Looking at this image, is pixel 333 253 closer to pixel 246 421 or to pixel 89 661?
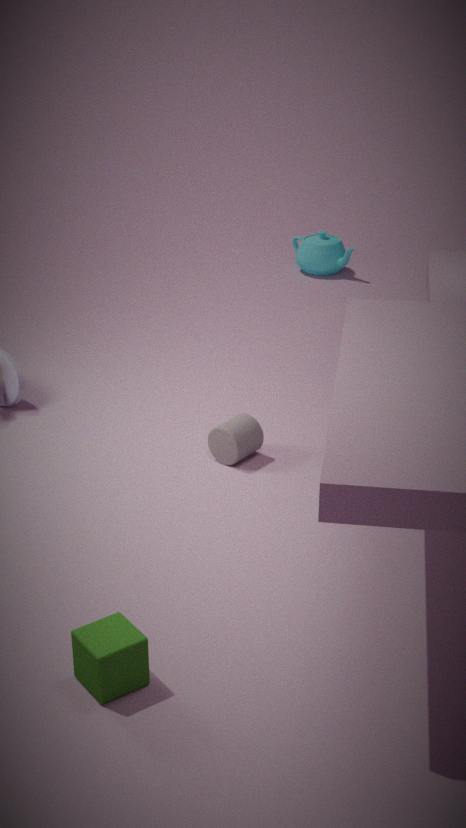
pixel 246 421
